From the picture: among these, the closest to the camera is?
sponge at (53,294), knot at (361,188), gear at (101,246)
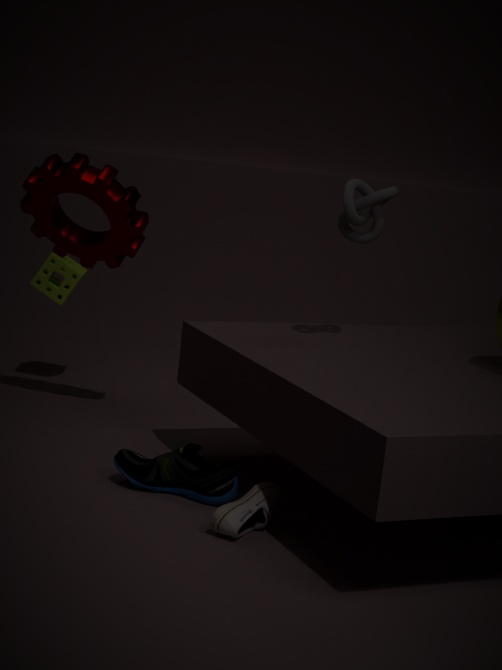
knot at (361,188)
